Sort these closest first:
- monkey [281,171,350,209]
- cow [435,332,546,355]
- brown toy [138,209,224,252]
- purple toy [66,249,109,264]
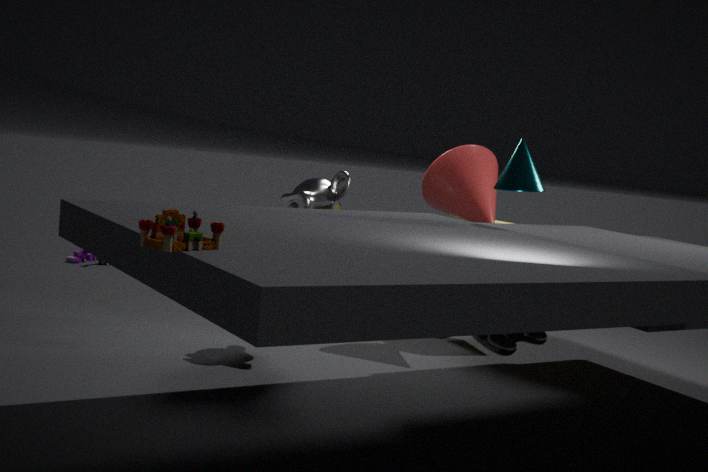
brown toy [138,209,224,252]
cow [435,332,546,355]
monkey [281,171,350,209]
purple toy [66,249,109,264]
